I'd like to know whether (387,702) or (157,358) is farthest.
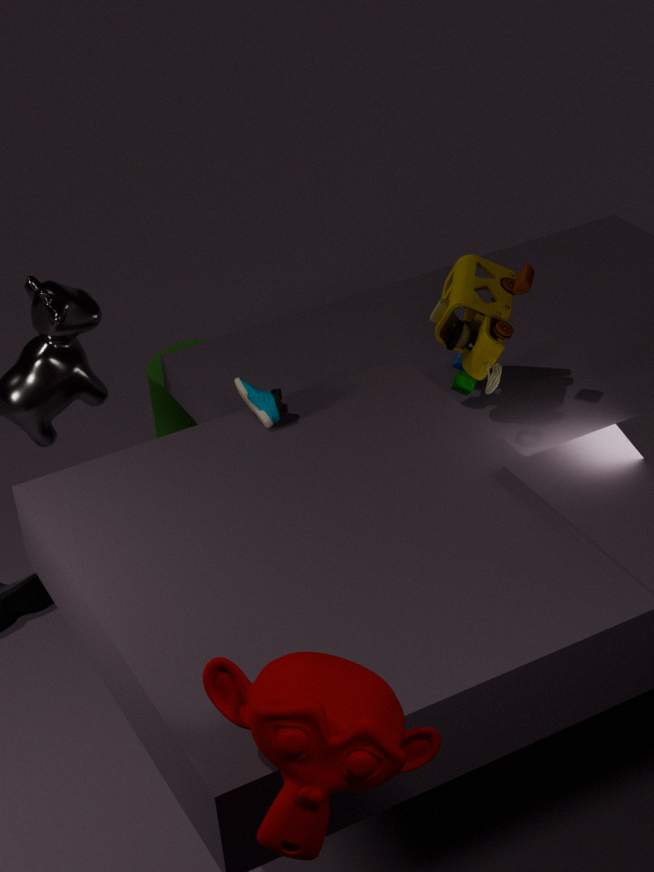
(157,358)
